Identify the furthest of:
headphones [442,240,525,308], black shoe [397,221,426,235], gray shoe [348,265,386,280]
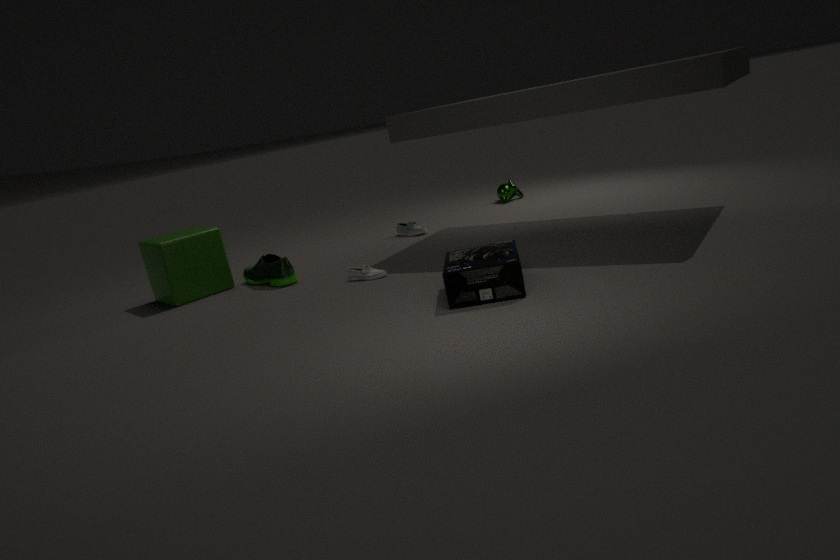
black shoe [397,221,426,235]
